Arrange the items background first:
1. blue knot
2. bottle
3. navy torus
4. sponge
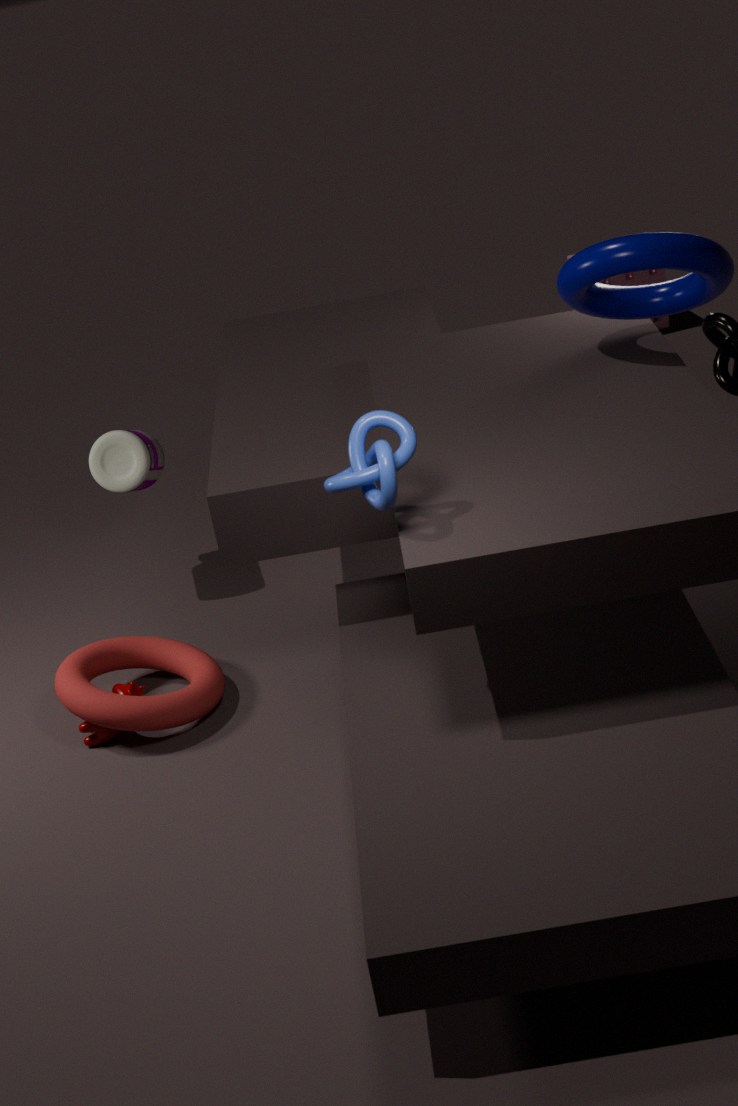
1. sponge
2. bottle
3. navy torus
4. blue knot
